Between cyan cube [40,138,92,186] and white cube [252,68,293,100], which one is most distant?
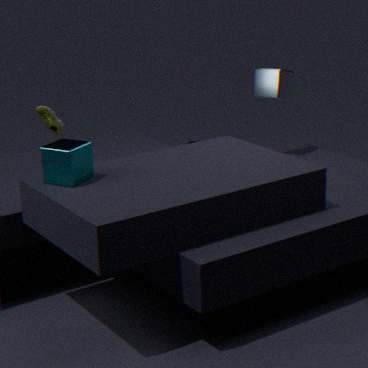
white cube [252,68,293,100]
